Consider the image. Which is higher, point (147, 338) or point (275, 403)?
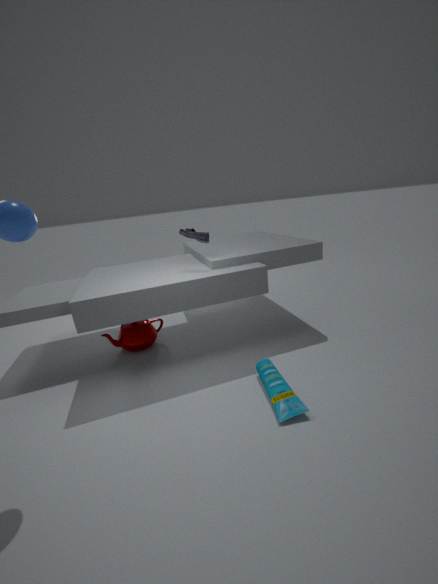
point (147, 338)
